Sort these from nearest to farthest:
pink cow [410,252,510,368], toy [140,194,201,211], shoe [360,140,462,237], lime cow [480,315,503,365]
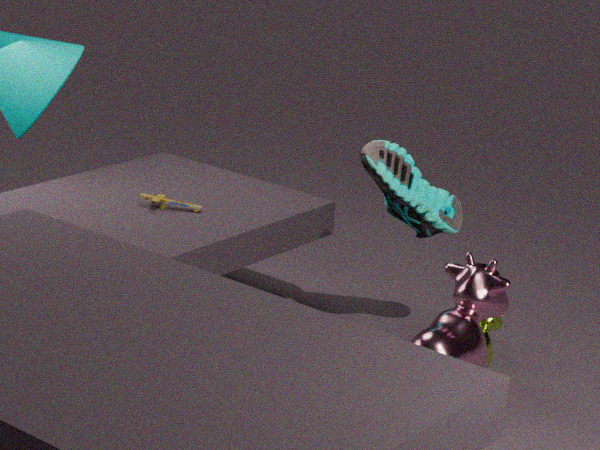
pink cow [410,252,510,368] → shoe [360,140,462,237] → lime cow [480,315,503,365] → toy [140,194,201,211]
